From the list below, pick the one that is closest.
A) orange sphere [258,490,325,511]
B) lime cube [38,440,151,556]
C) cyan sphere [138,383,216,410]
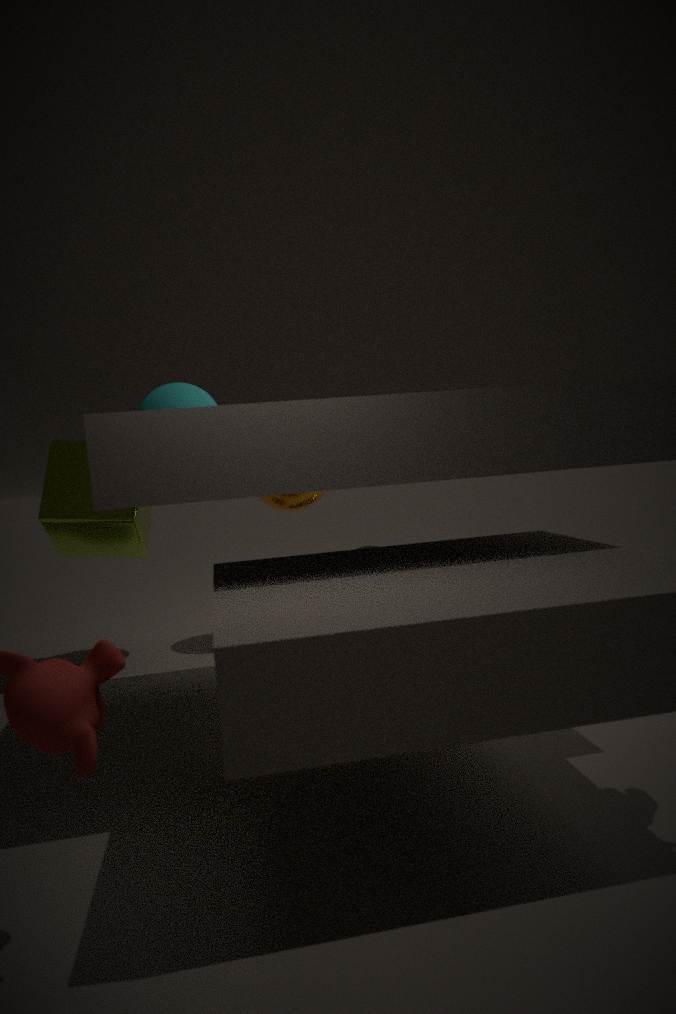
lime cube [38,440,151,556]
